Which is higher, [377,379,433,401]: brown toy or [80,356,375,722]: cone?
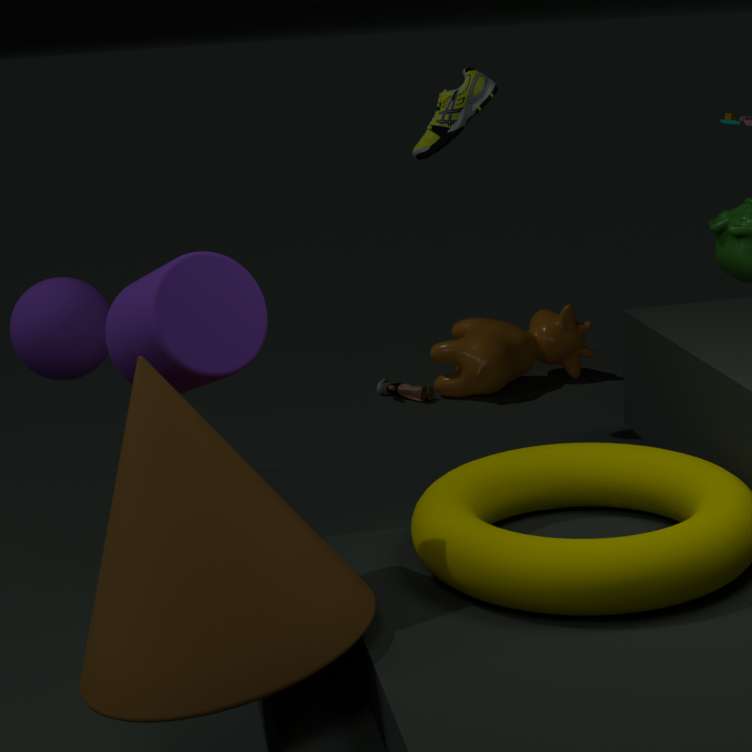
[80,356,375,722]: cone
